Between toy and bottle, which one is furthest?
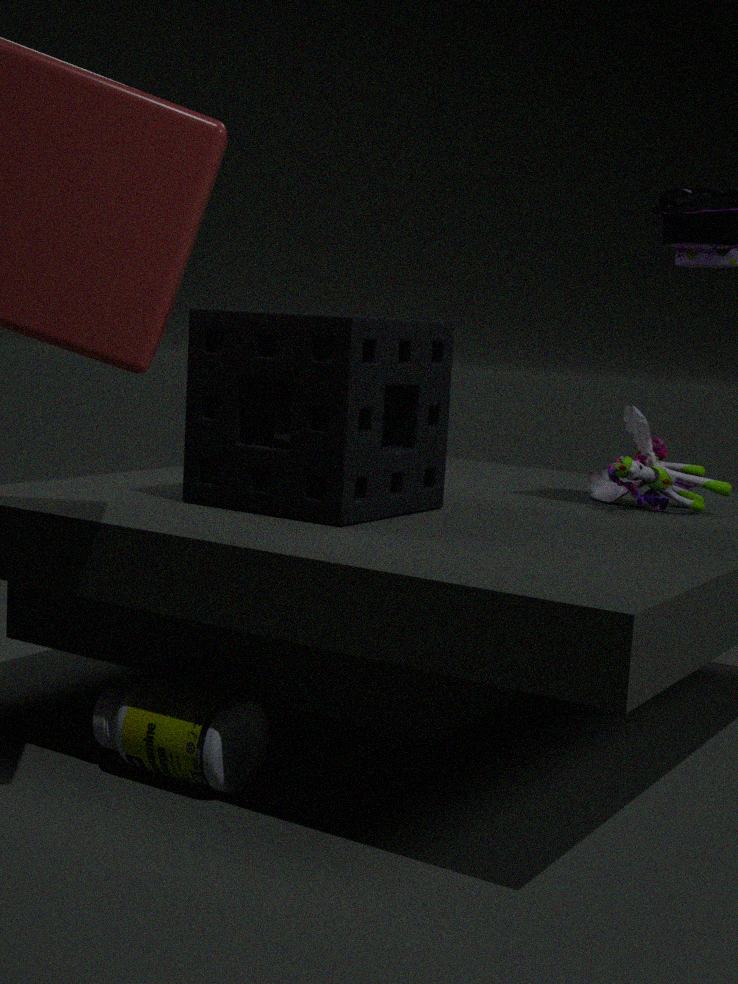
toy
